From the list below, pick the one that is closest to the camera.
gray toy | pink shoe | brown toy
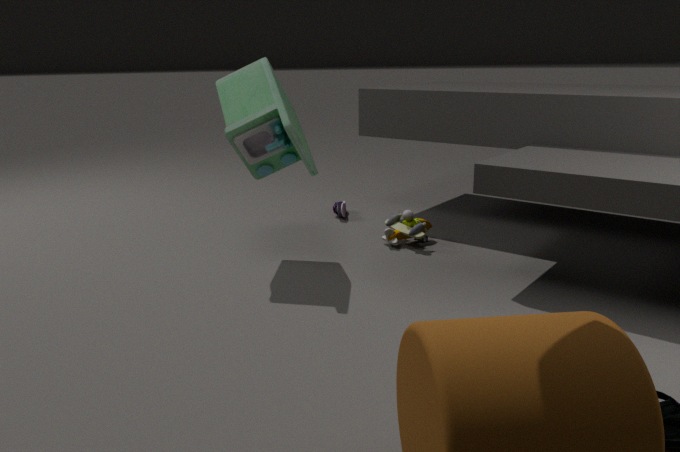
gray toy
